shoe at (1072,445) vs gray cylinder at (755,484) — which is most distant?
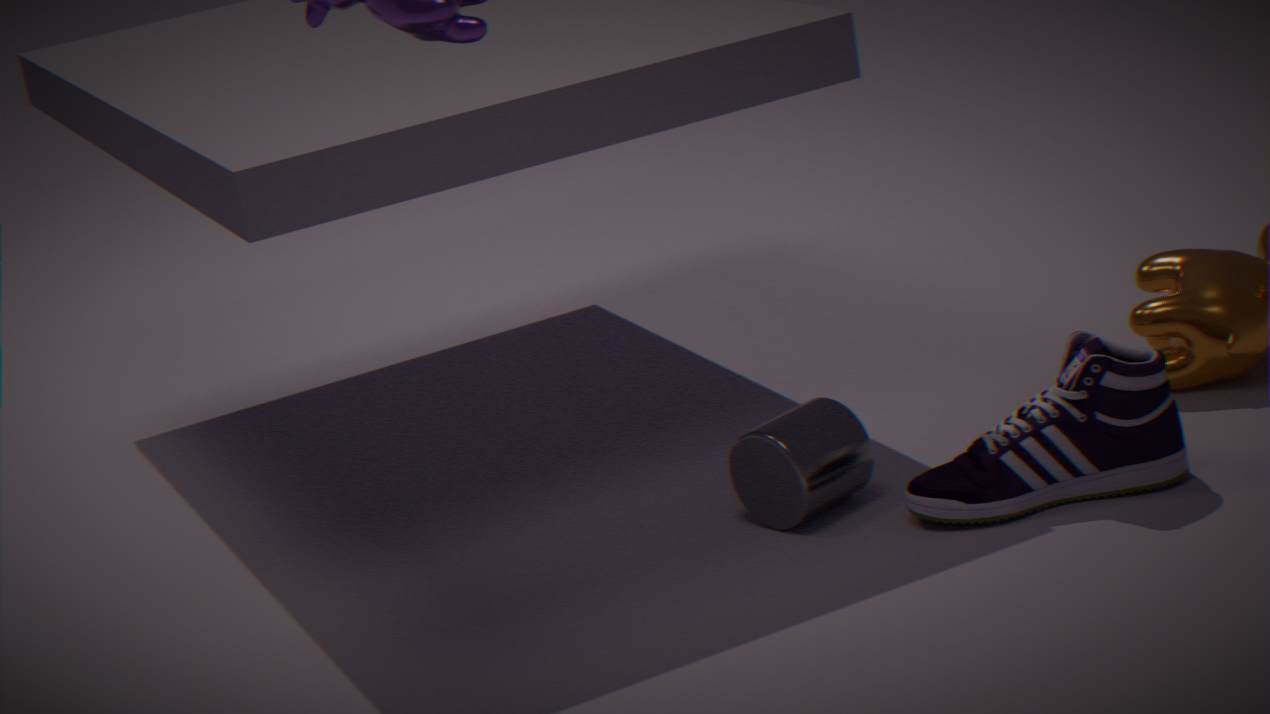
gray cylinder at (755,484)
